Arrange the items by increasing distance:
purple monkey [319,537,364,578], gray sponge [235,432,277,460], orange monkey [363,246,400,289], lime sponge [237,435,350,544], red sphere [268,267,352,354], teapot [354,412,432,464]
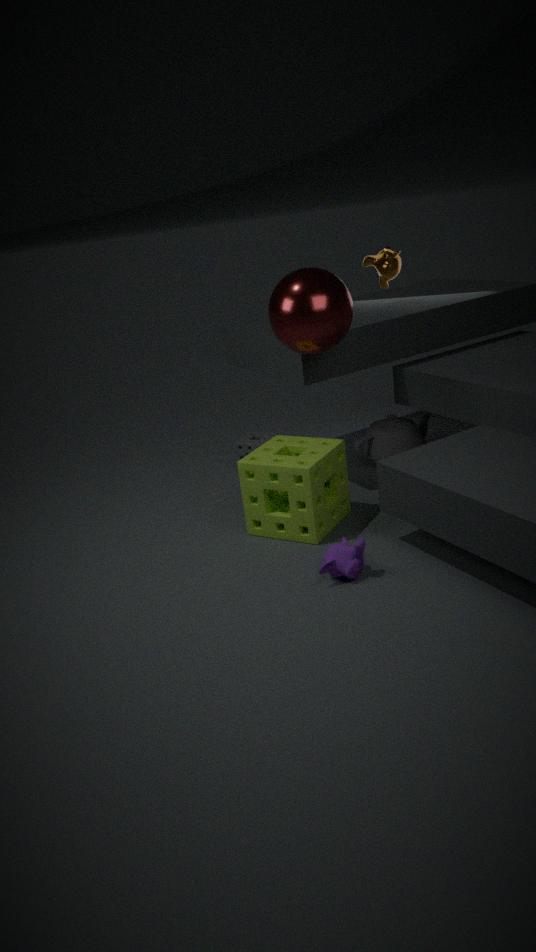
purple monkey [319,537,364,578]
red sphere [268,267,352,354]
lime sponge [237,435,350,544]
teapot [354,412,432,464]
orange monkey [363,246,400,289]
gray sponge [235,432,277,460]
